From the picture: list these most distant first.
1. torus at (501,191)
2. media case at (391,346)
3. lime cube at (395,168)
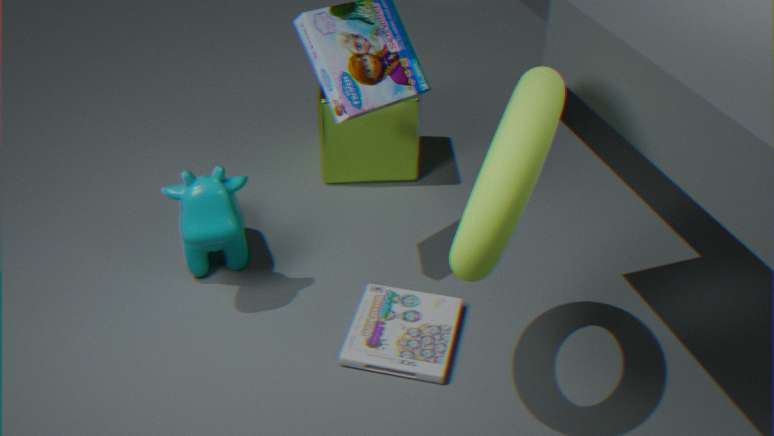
1. lime cube at (395,168)
2. media case at (391,346)
3. torus at (501,191)
